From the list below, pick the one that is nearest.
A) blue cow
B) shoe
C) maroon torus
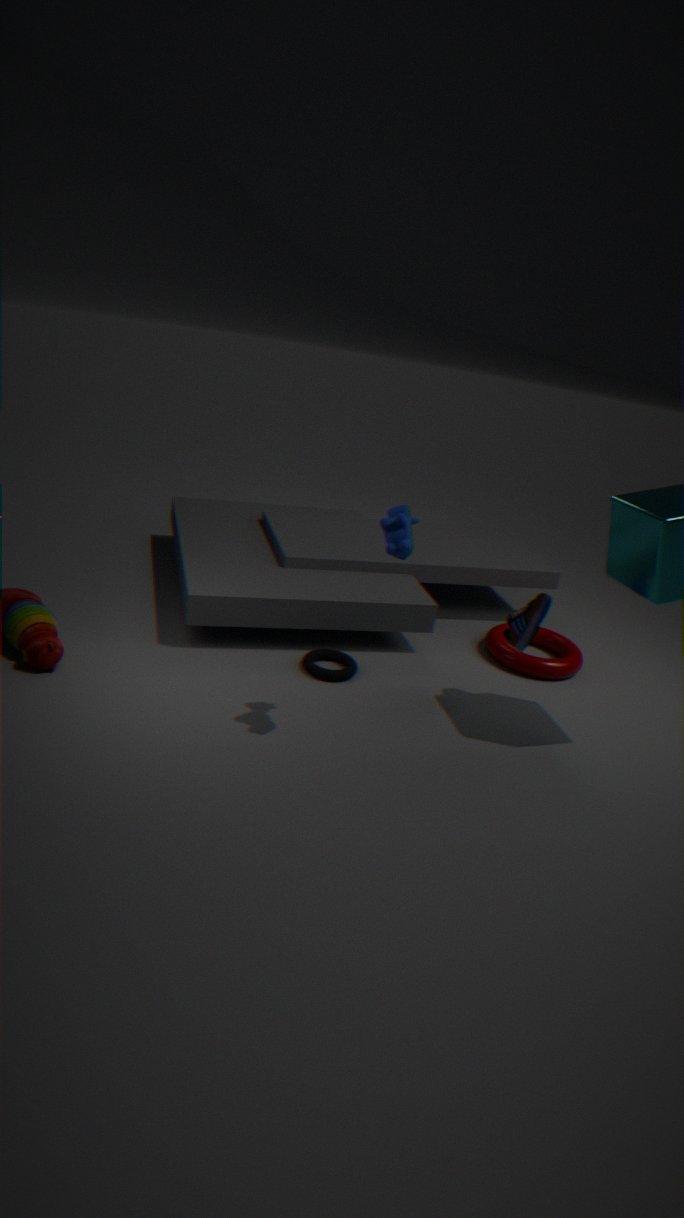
A. blue cow
